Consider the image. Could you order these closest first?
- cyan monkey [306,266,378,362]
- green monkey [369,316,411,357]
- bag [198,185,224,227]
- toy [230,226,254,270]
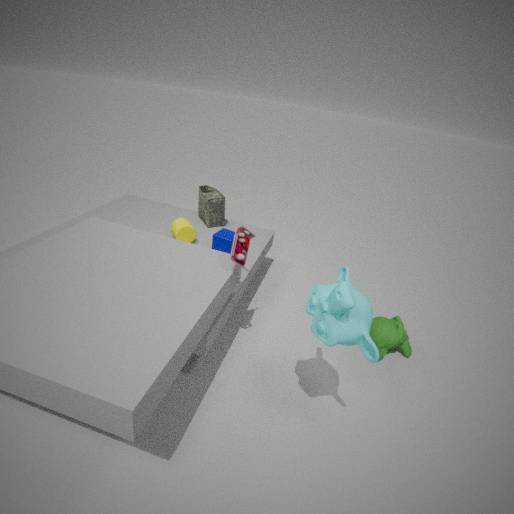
cyan monkey [306,266,378,362]
toy [230,226,254,270]
green monkey [369,316,411,357]
bag [198,185,224,227]
